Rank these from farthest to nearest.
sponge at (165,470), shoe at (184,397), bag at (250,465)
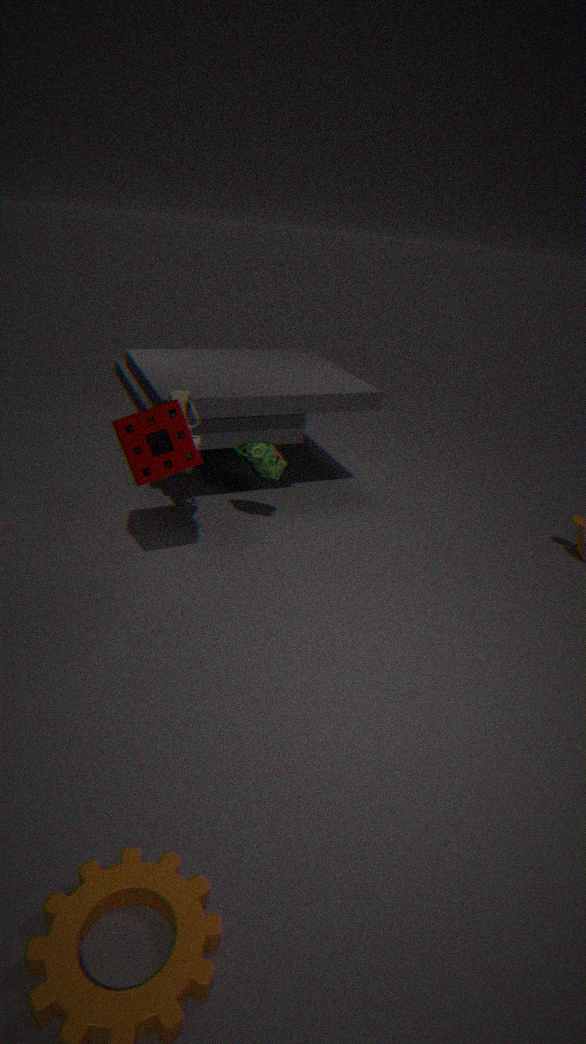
bag at (250,465) < shoe at (184,397) < sponge at (165,470)
